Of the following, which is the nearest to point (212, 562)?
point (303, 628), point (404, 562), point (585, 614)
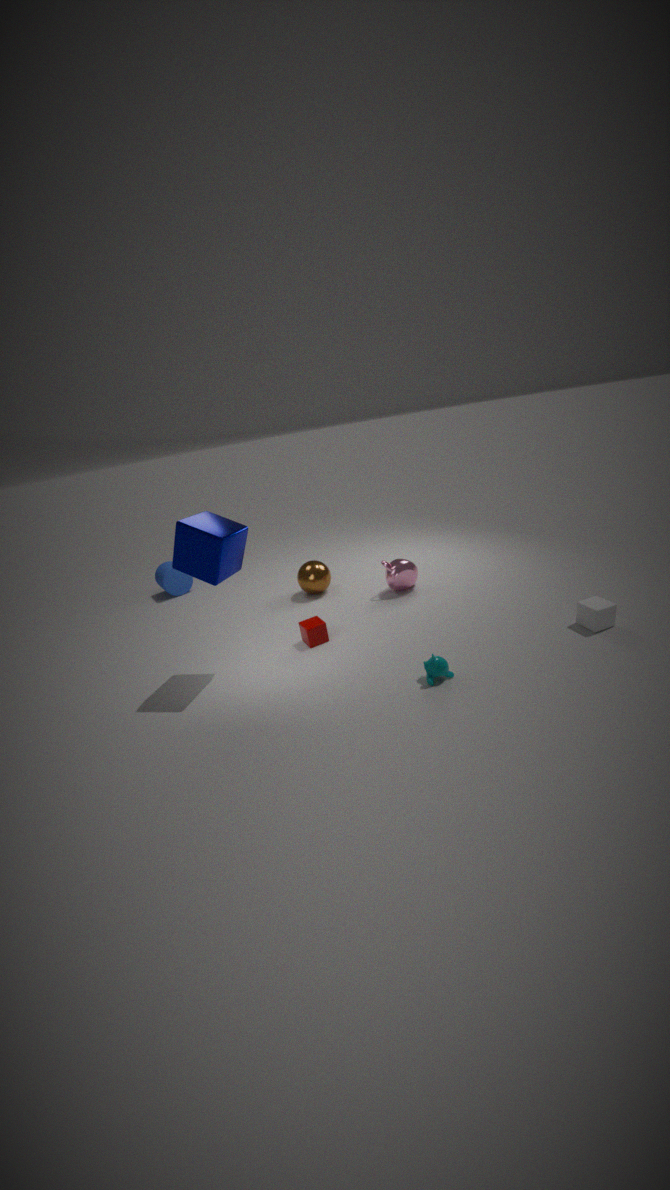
point (303, 628)
